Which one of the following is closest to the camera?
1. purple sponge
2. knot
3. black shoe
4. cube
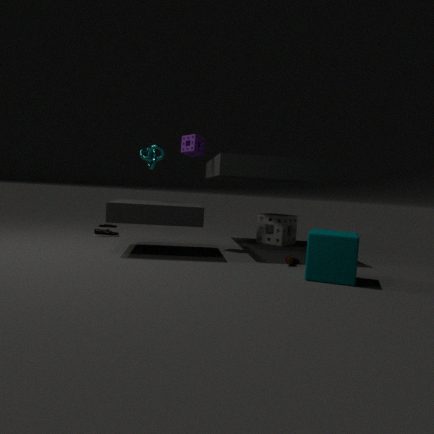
cube
